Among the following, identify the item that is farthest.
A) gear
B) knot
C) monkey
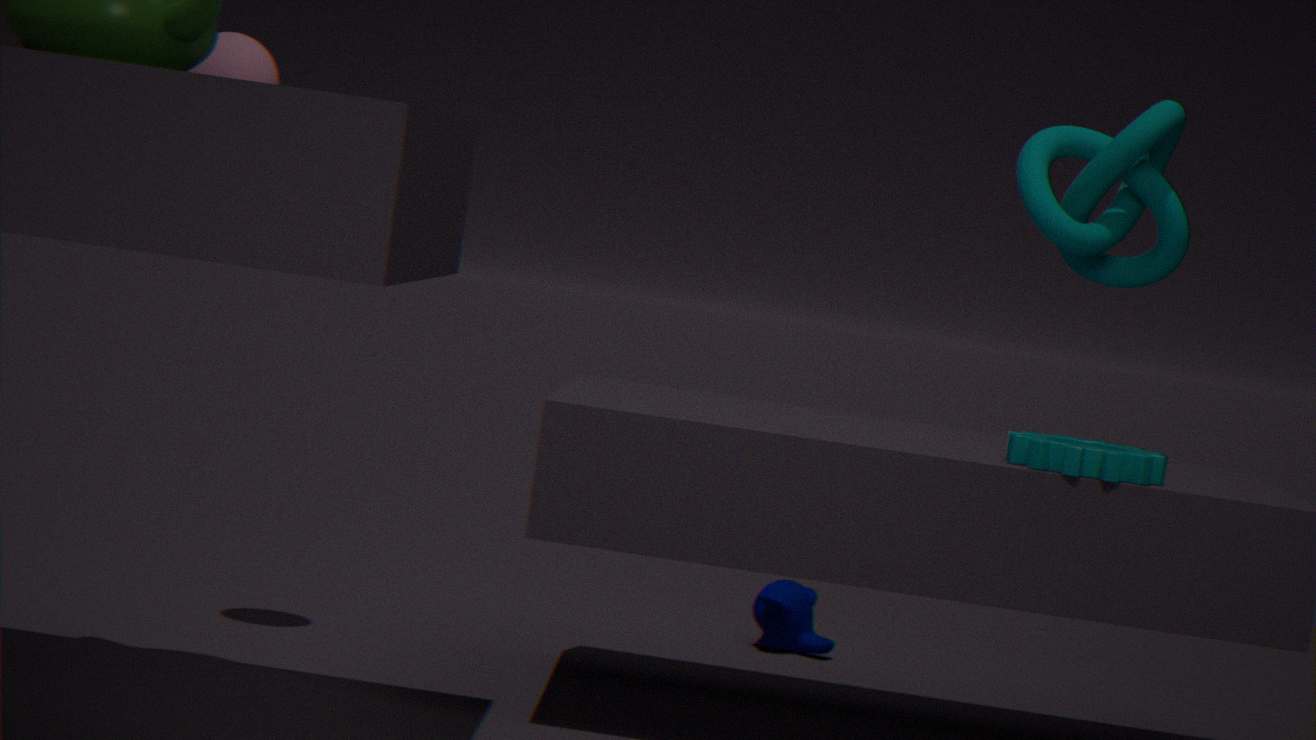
C. monkey
